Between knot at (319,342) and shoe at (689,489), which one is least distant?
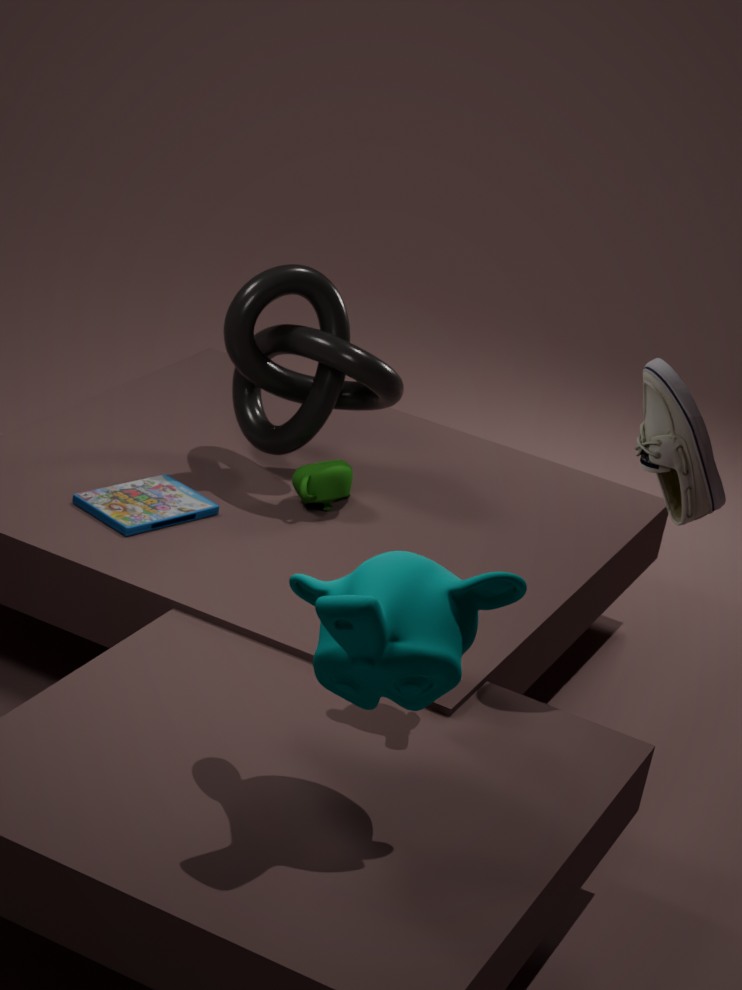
shoe at (689,489)
